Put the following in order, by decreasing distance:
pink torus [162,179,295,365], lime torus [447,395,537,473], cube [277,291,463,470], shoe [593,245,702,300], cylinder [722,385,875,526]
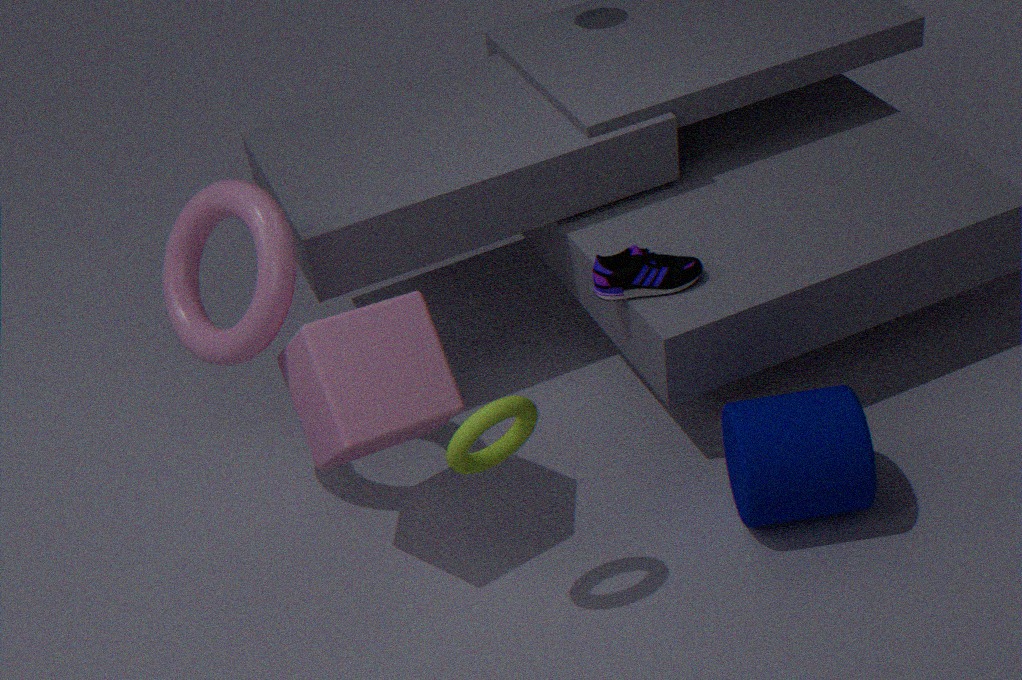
shoe [593,245,702,300] < pink torus [162,179,295,365] < cylinder [722,385,875,526] < cube [277,291,463,470] < lime torus [447,395,537,473]
